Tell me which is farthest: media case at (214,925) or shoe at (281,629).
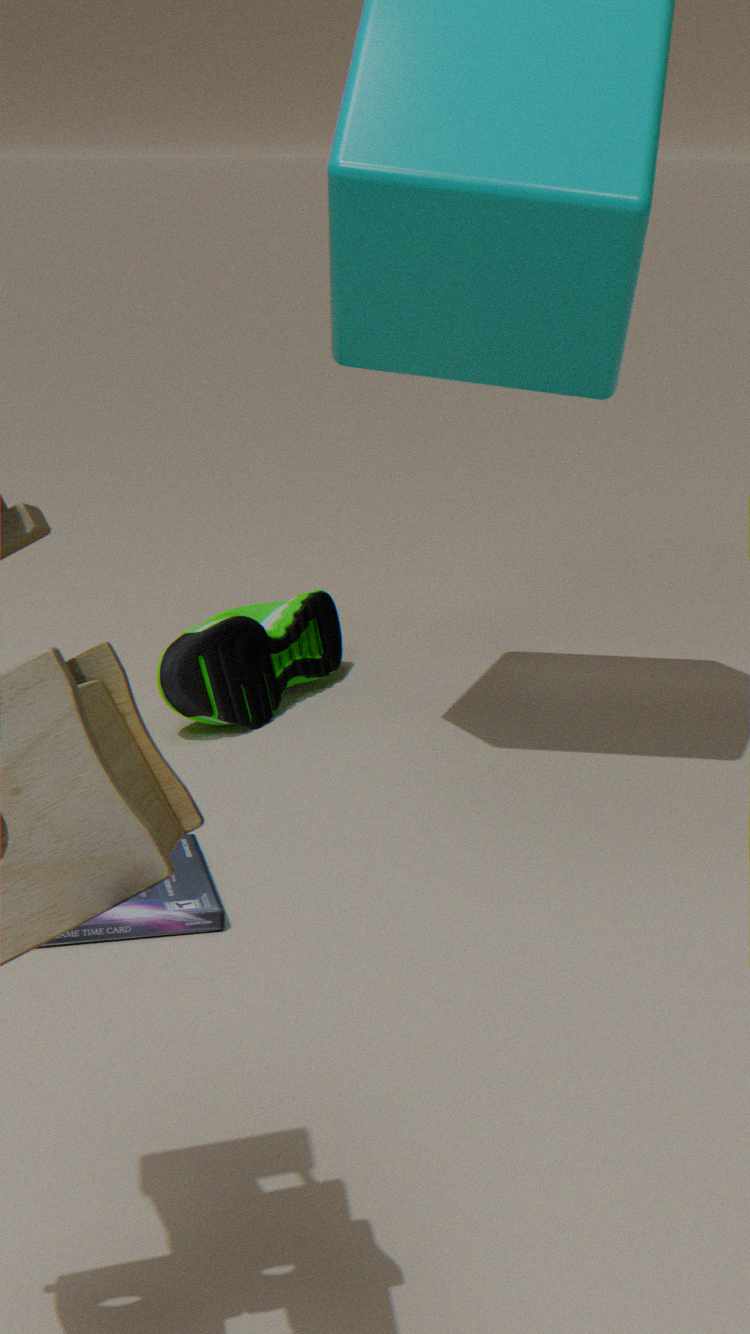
shoe at (281,629)
